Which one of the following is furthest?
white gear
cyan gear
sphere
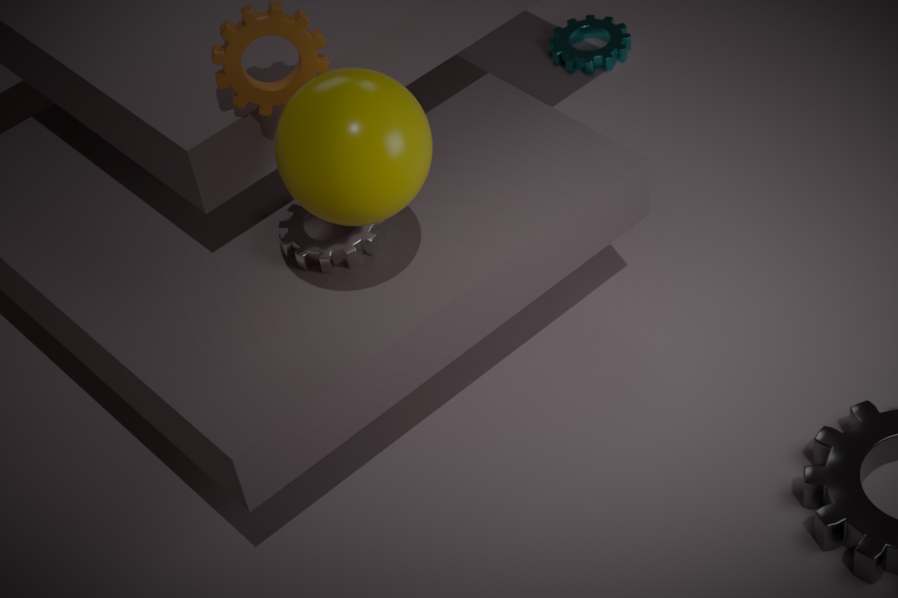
cyan gear
